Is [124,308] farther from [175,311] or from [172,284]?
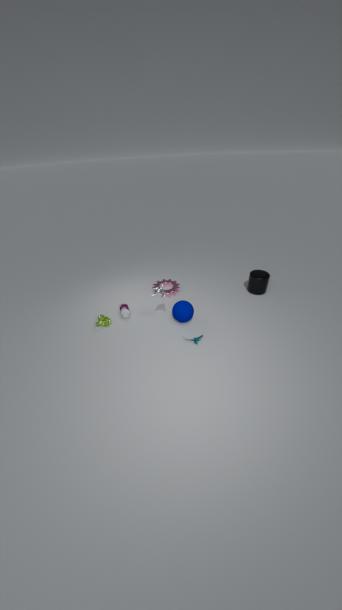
[175,311]
